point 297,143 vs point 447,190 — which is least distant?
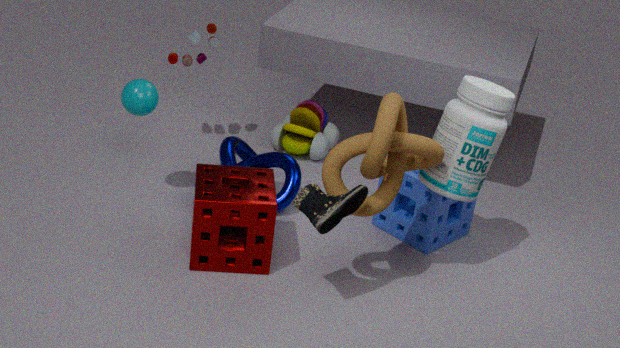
point 447,190
